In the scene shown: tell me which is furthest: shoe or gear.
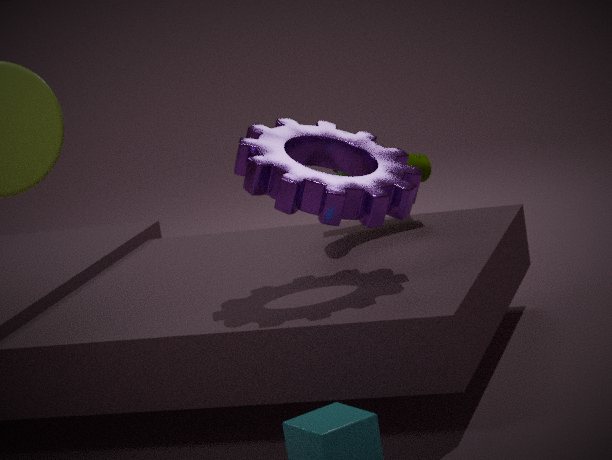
shoe
